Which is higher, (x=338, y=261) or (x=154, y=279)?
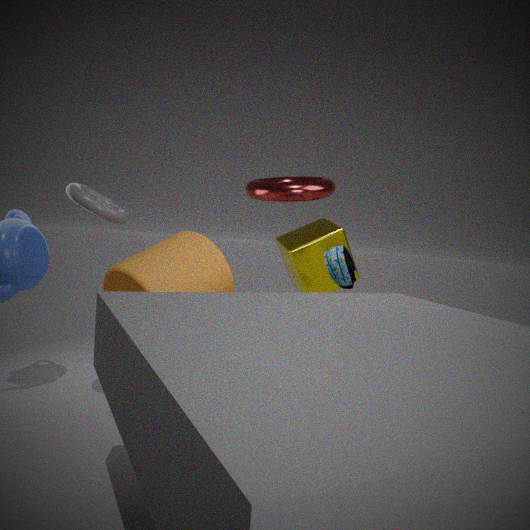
(x=338, y=261)
